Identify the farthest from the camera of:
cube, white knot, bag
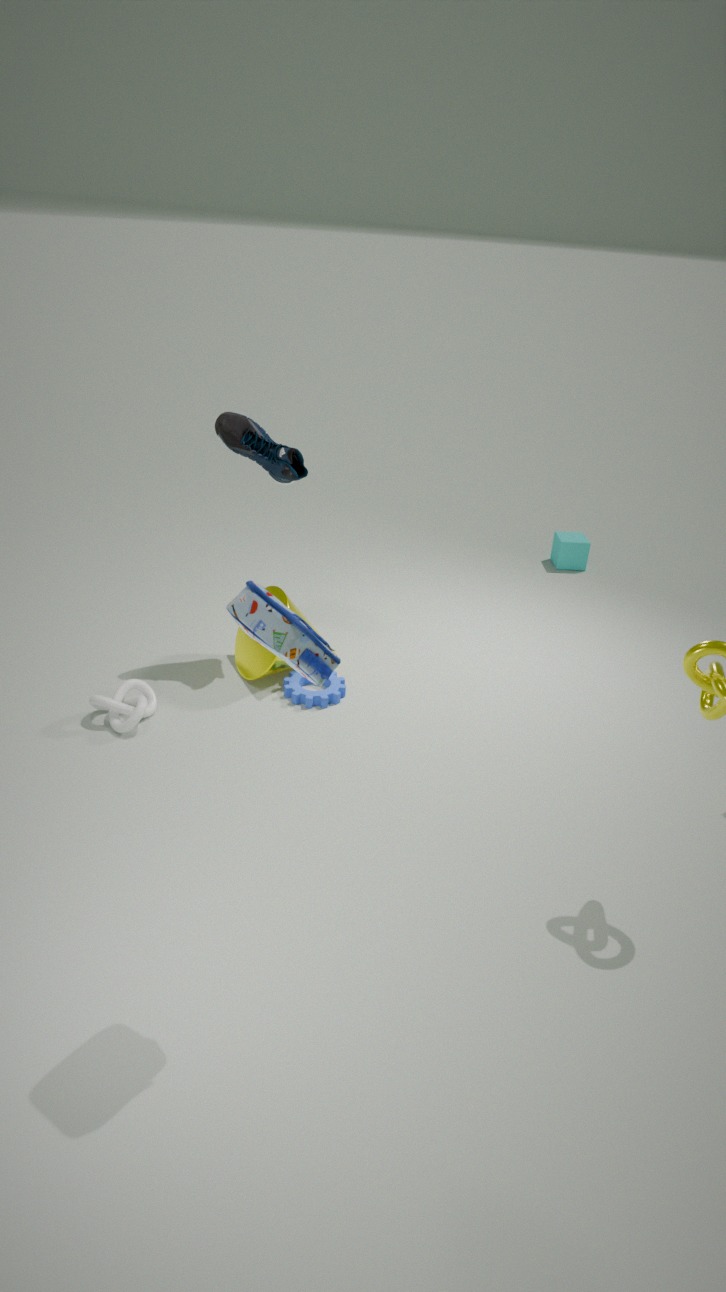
cube
